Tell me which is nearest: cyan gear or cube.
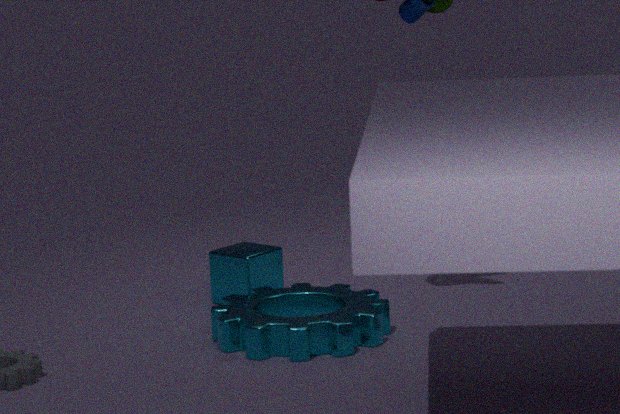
cyan gear
